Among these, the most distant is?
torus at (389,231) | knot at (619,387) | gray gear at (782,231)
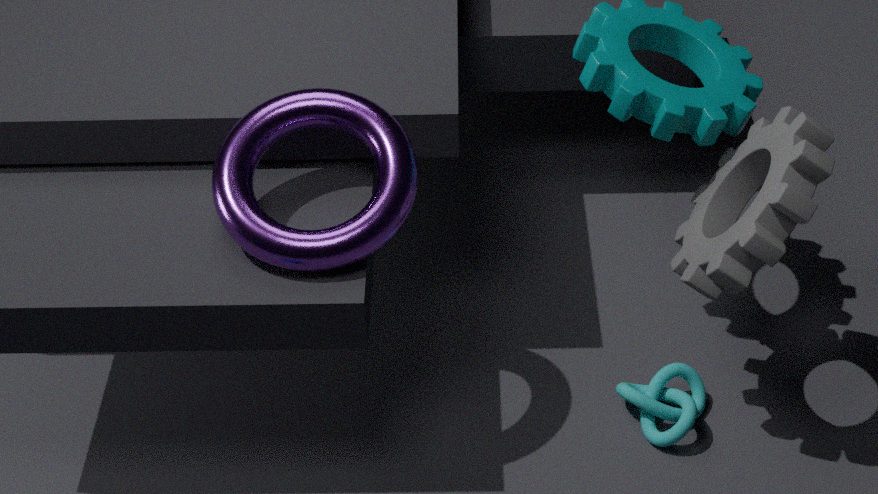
knot at (619,387)
